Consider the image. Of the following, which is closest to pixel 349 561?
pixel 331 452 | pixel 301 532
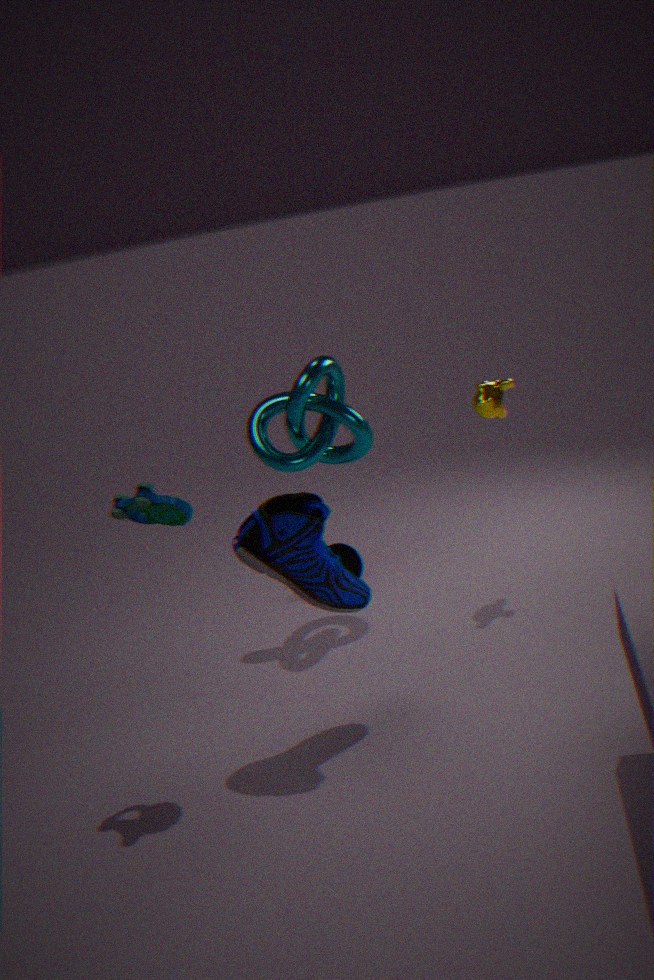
pixel 331 452
